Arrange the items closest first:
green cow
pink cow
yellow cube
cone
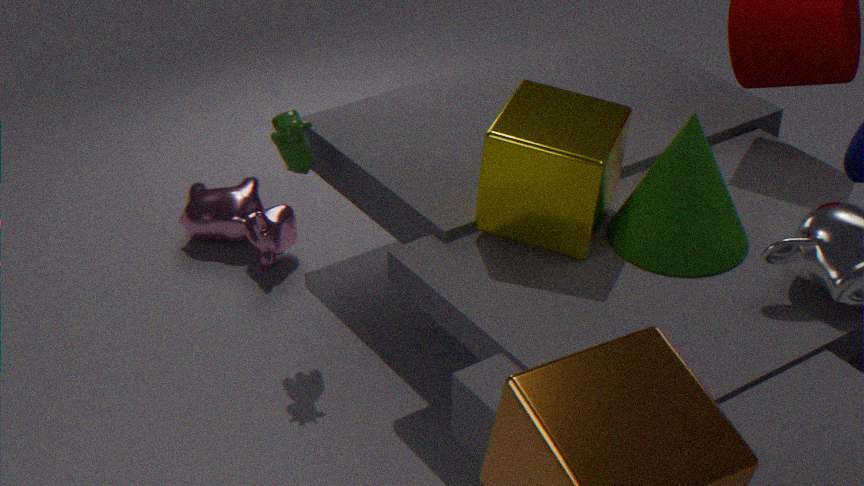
1. yellow cube
2. cone
3. green cow
4. pink cow
